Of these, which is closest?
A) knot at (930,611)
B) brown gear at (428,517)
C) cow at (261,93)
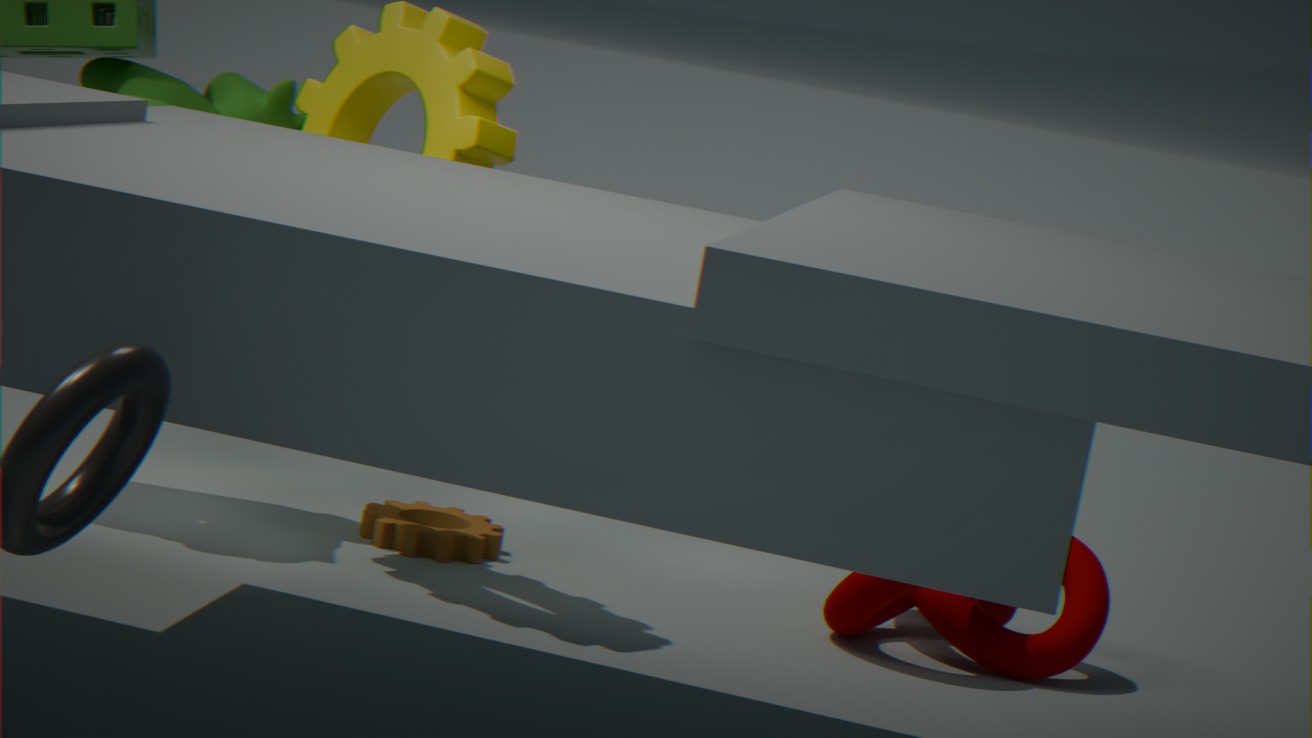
knot at (930,611)
